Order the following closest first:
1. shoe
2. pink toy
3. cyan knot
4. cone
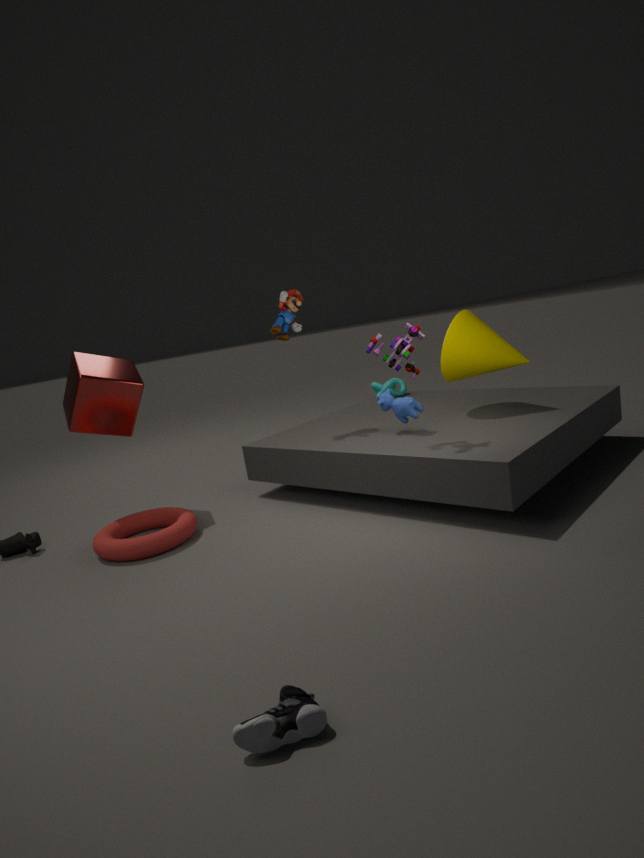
shoe, pink toy, cone, cyan knot
